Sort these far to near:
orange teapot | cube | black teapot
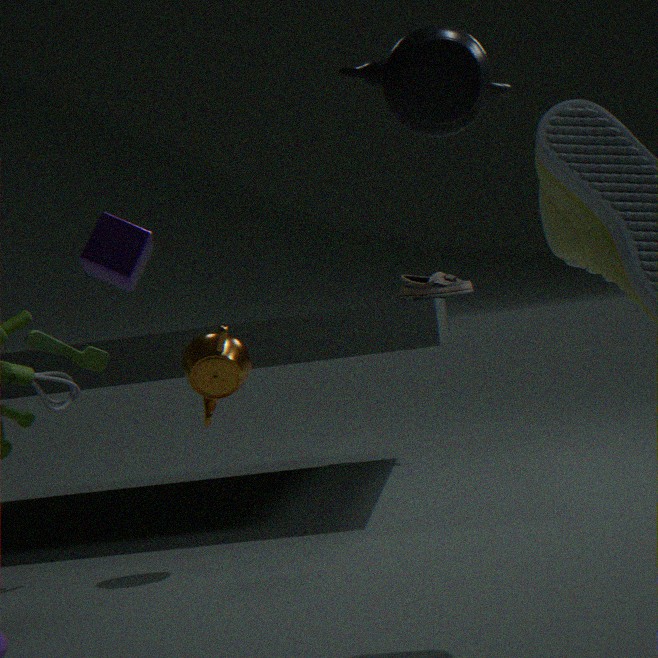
cube < orange teapot < black teapot
